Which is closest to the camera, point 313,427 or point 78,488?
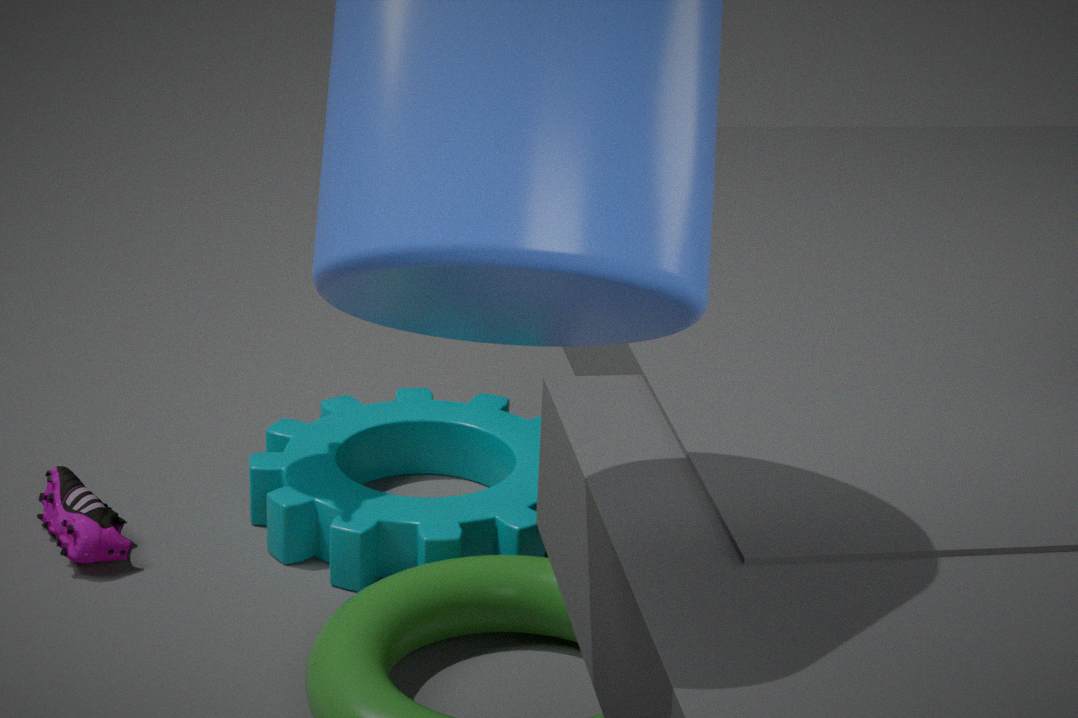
point 78,488
